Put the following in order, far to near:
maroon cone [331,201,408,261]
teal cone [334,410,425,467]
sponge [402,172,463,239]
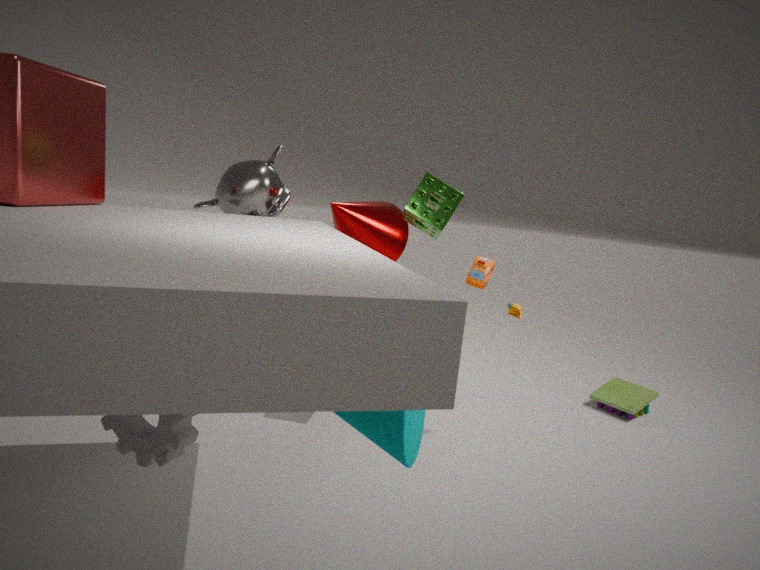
maroon cone [331,201,408,261] < sponge [402,172,463,239] < teal cone [334,410,425,467]
